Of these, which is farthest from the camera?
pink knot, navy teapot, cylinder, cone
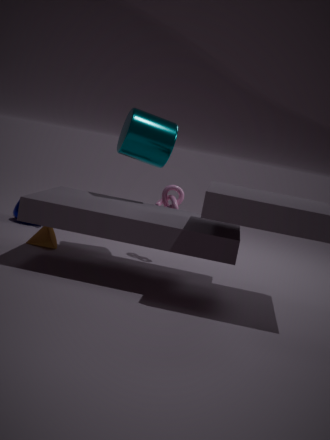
navy teapot
